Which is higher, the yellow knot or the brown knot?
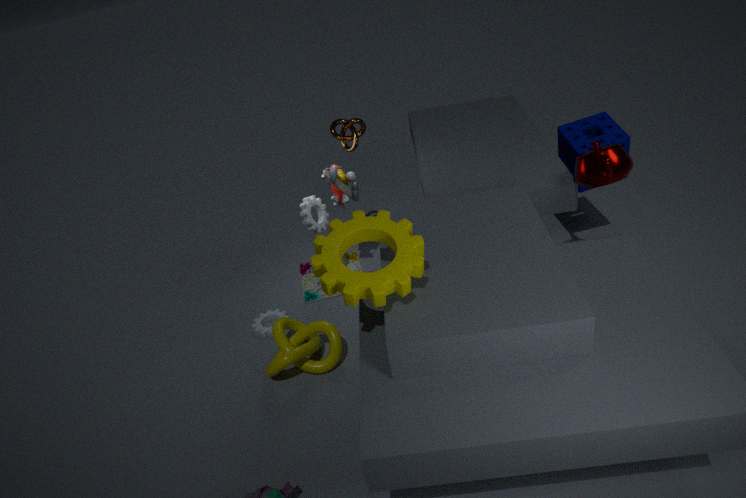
the brown knot
